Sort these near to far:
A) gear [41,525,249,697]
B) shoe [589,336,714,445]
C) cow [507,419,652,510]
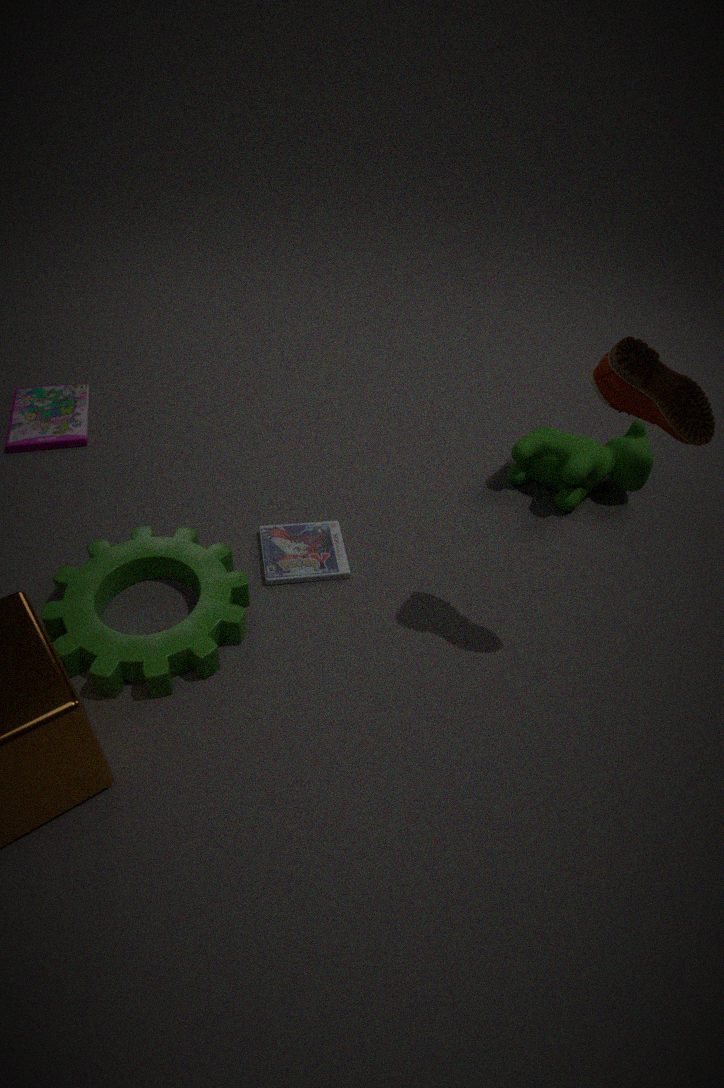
1. shoe [589,336,714,445]
2. gear [41,525,249,697]
3. cow [507,419,652,510]
